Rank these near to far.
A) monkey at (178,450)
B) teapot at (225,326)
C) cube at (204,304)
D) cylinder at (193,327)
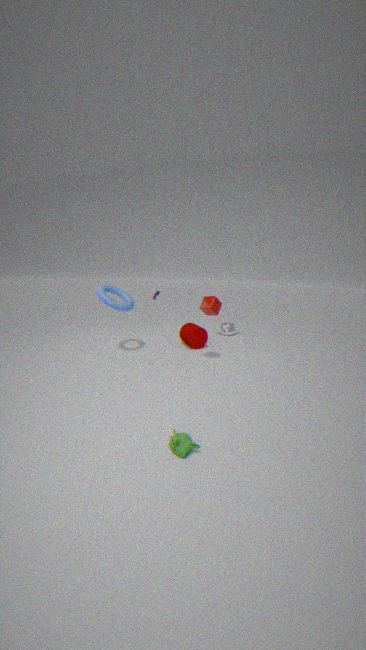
monkey at (178,450) < cube at (204,304) < cylinder at (193,327) < teapot at (225,326)
